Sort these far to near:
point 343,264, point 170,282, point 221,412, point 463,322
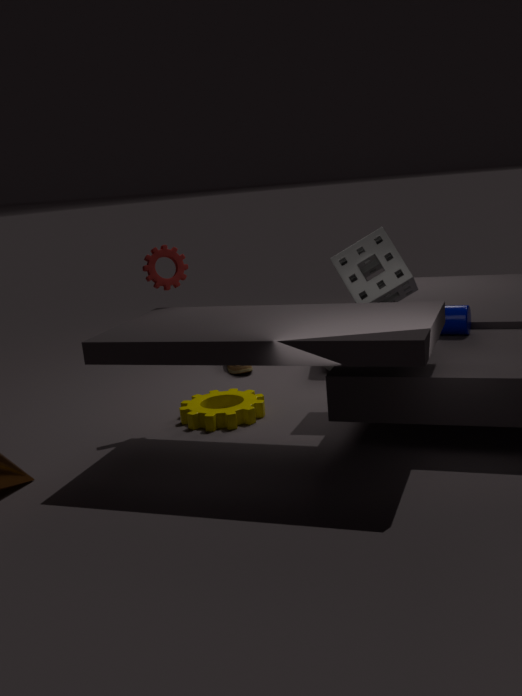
point 221,412, point 343,264, point 170,282, point 463,322
